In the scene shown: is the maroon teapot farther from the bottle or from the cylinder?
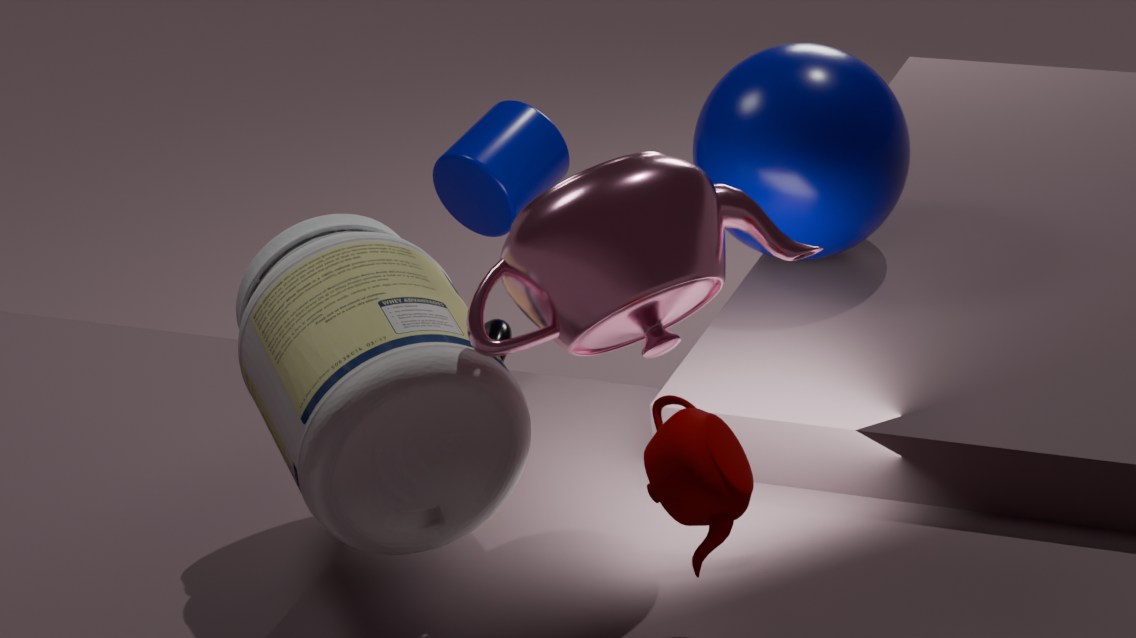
the cylinder
